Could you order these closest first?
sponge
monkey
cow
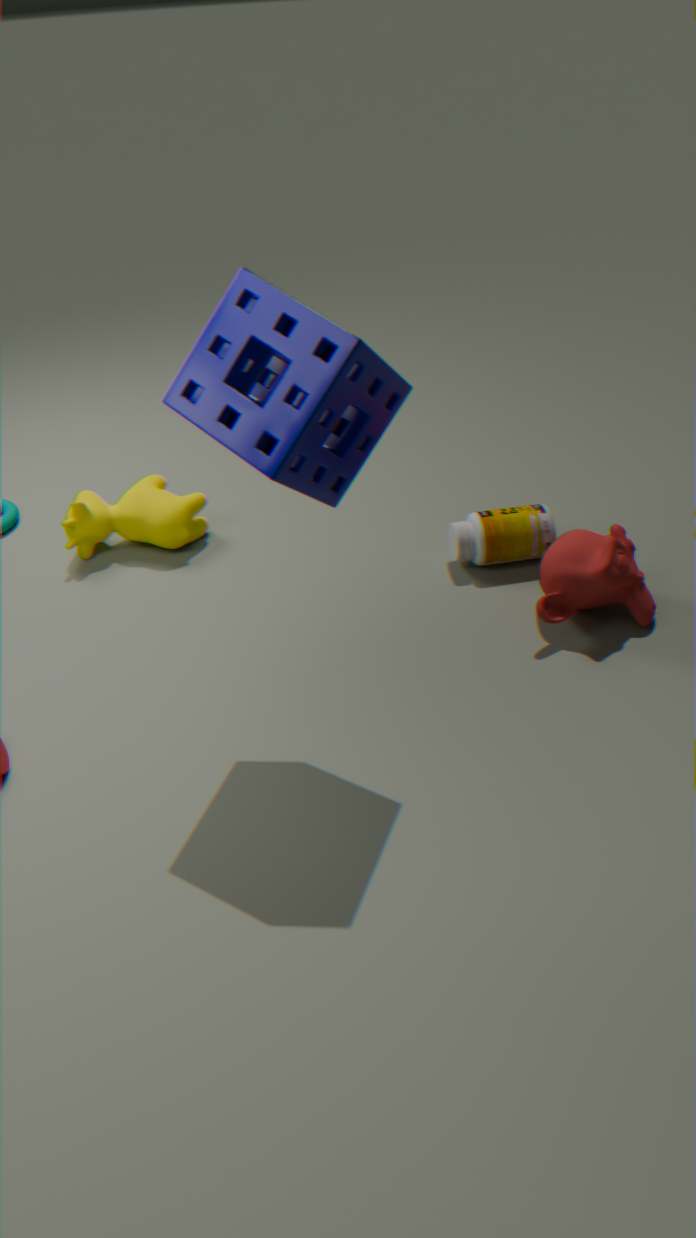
sponge
monkey
cow
